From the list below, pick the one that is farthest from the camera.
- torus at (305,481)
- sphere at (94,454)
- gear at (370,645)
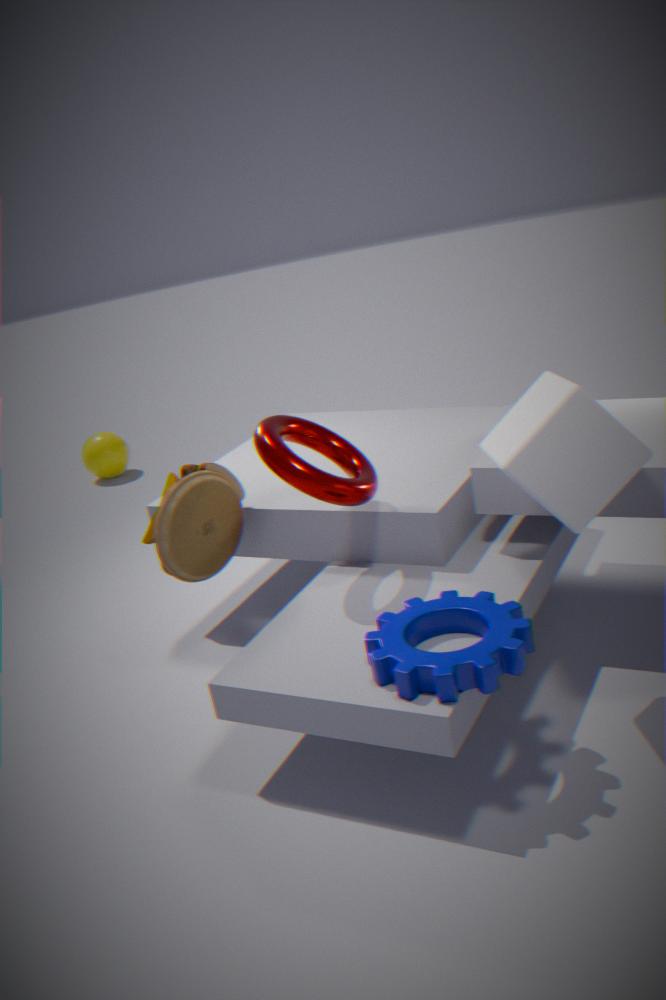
sphere at (94,454)
